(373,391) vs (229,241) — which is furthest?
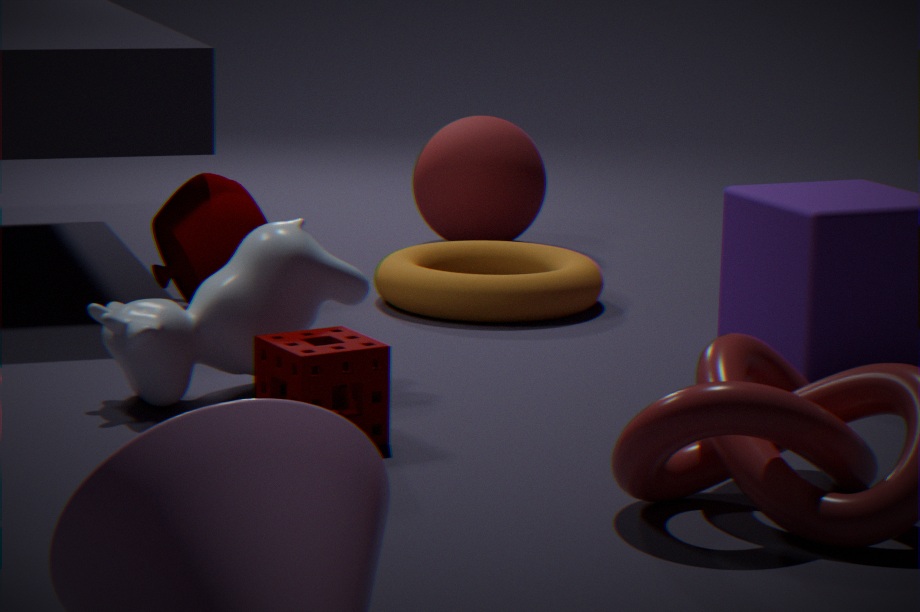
(229,241)
